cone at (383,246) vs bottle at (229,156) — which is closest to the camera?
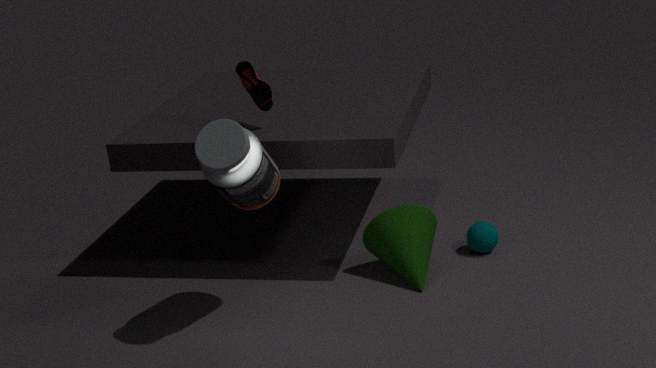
Answer: bottle at (229,156)
